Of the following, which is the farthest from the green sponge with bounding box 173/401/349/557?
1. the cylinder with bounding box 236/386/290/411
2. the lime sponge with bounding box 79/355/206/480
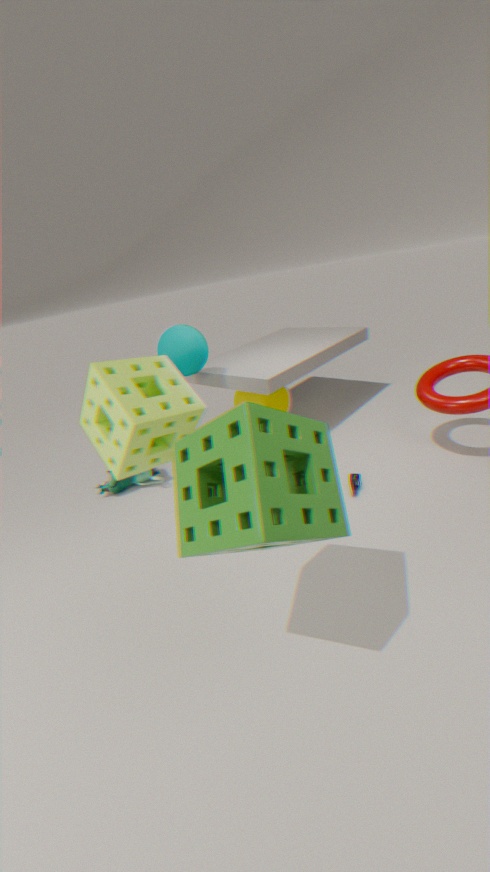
the cylinder with bounding box 236/386/290/411
